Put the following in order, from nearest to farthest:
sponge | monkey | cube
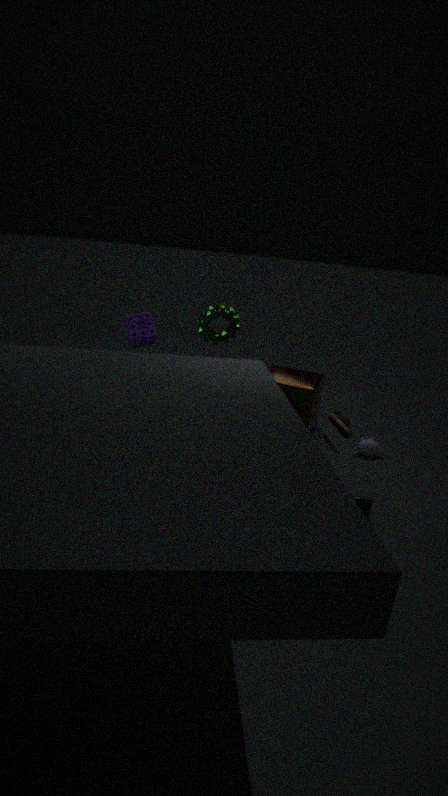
cube → sponge → monkey
